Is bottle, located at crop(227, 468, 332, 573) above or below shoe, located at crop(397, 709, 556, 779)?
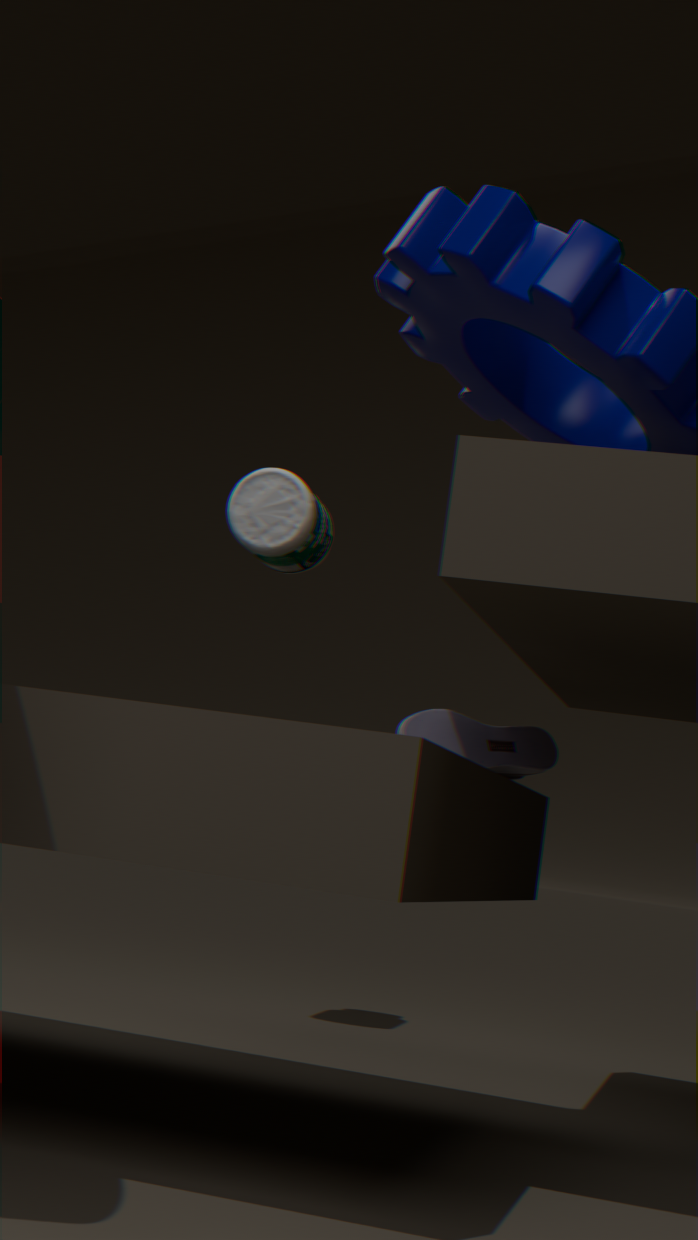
above
